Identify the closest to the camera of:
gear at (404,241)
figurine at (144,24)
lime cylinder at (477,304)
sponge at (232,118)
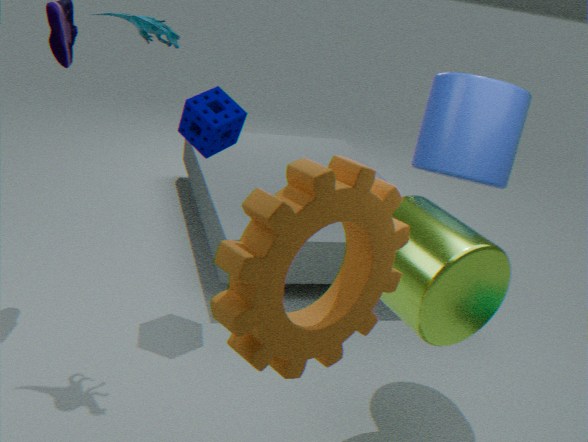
gear at (404,241)
